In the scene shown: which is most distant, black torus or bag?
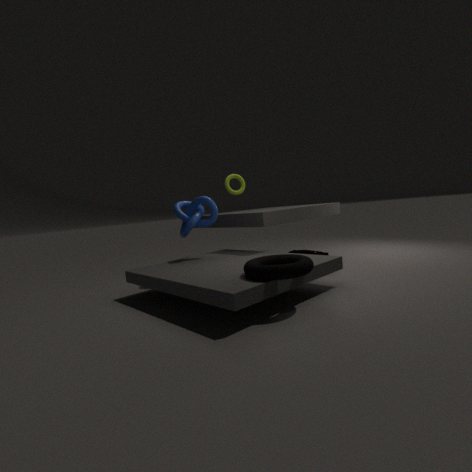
bag
